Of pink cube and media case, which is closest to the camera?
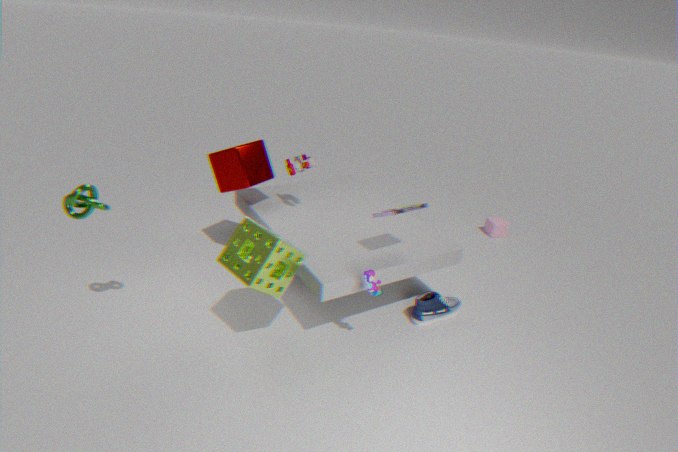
media case
